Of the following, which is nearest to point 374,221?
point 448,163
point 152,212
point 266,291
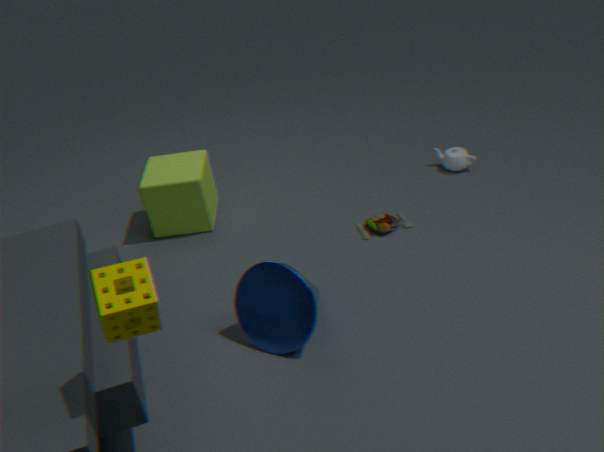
point 448,163
